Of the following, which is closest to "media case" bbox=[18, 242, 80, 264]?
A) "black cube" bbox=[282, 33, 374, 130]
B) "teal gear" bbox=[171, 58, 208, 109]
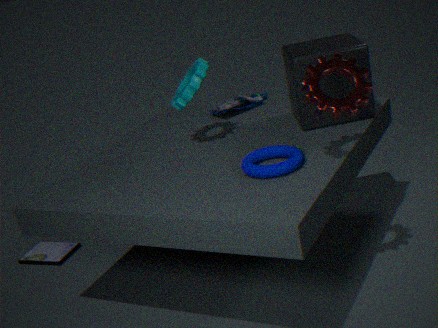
"teal gear" bbox=[171, 58, 208, 109]
